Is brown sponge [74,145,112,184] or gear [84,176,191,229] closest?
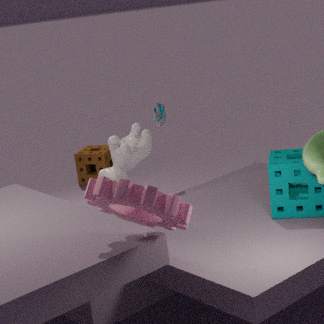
→ gear [84,176,191,229]
